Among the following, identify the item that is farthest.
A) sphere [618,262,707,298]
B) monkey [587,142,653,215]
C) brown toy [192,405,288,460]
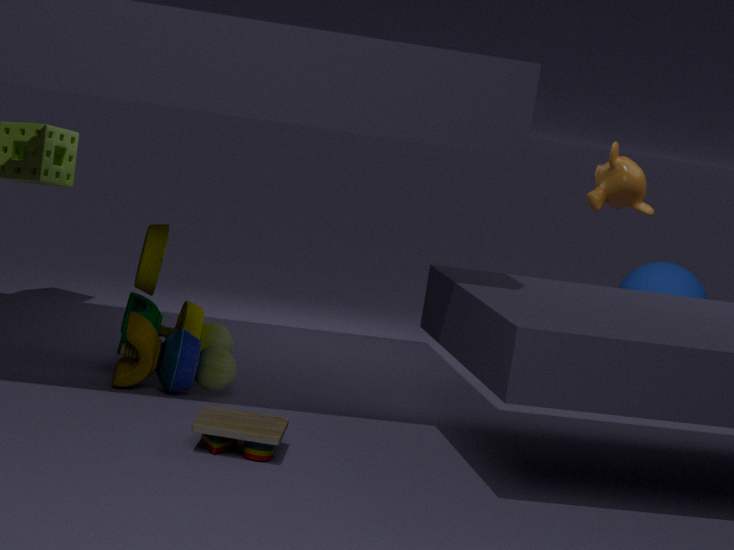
sphere [618,262,707,298]
